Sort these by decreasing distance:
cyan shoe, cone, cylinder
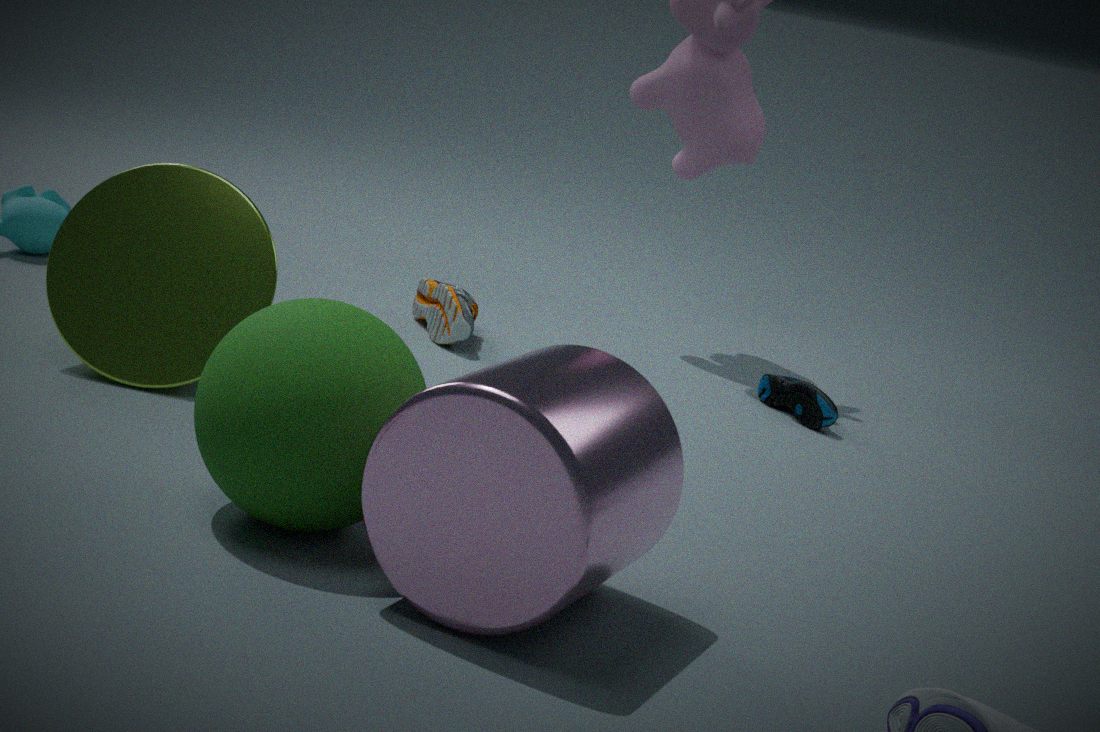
cyan shoe → cone → cylinder
